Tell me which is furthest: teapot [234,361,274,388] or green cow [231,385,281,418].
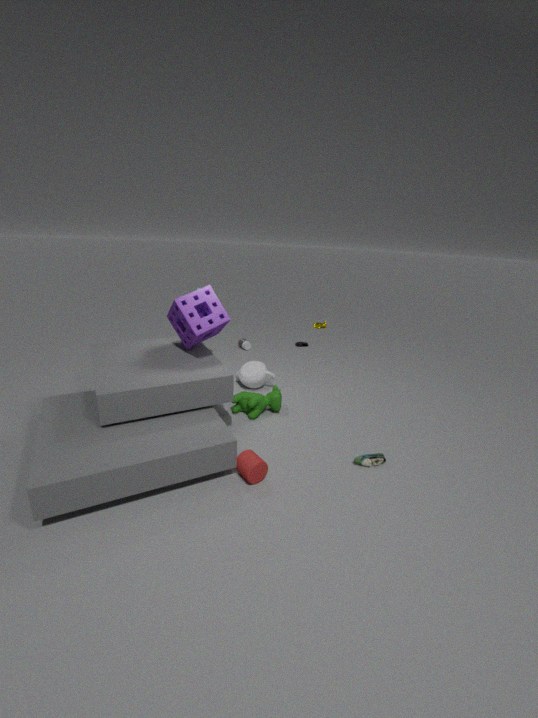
teapot [234,361,274,388]
